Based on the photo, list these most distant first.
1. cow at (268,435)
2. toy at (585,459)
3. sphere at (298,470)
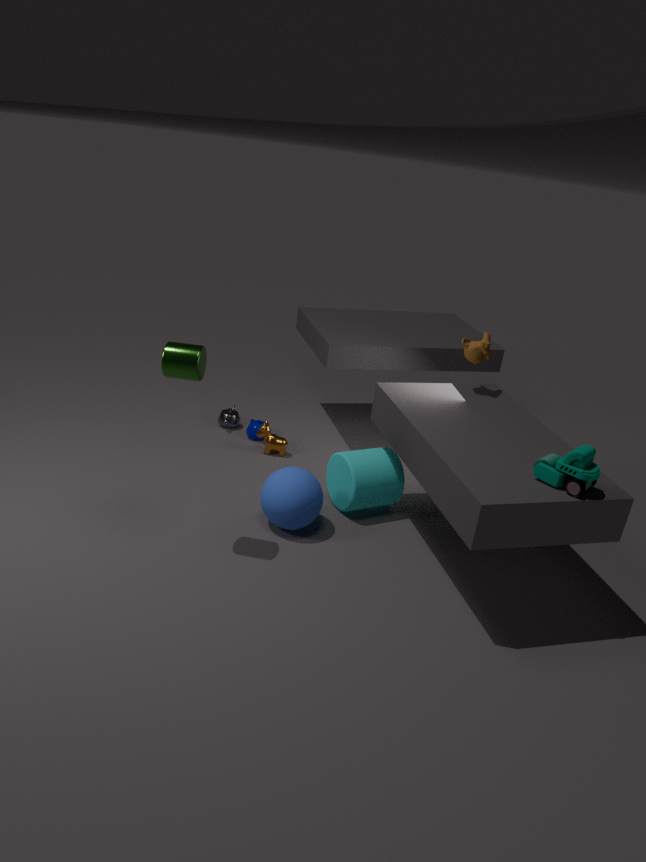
1. cow at (268,435)
2. sphere at (298,470)
3. toy at (585,459)
